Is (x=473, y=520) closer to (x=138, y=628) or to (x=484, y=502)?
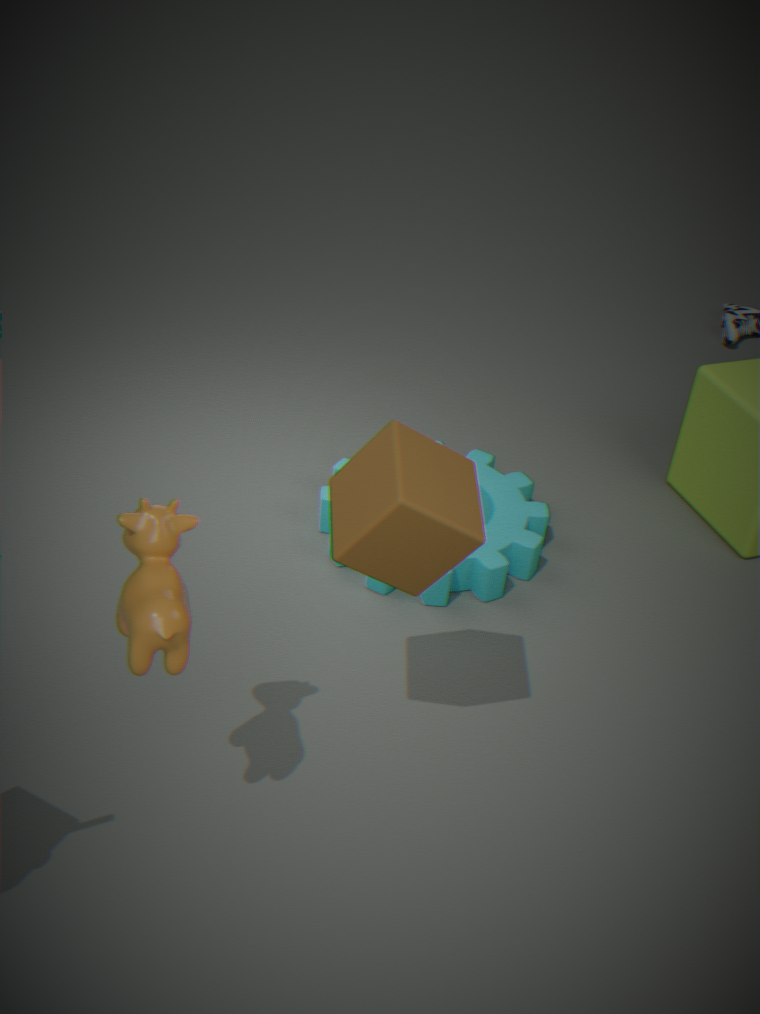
(x=138, y=628)
